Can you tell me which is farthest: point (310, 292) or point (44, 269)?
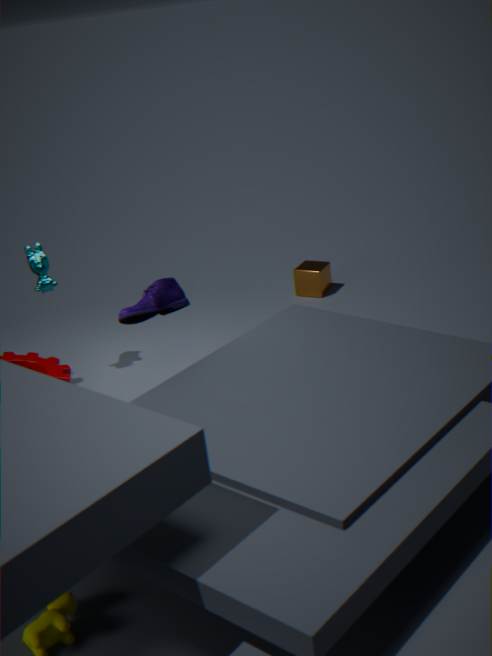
point (310, 292)
